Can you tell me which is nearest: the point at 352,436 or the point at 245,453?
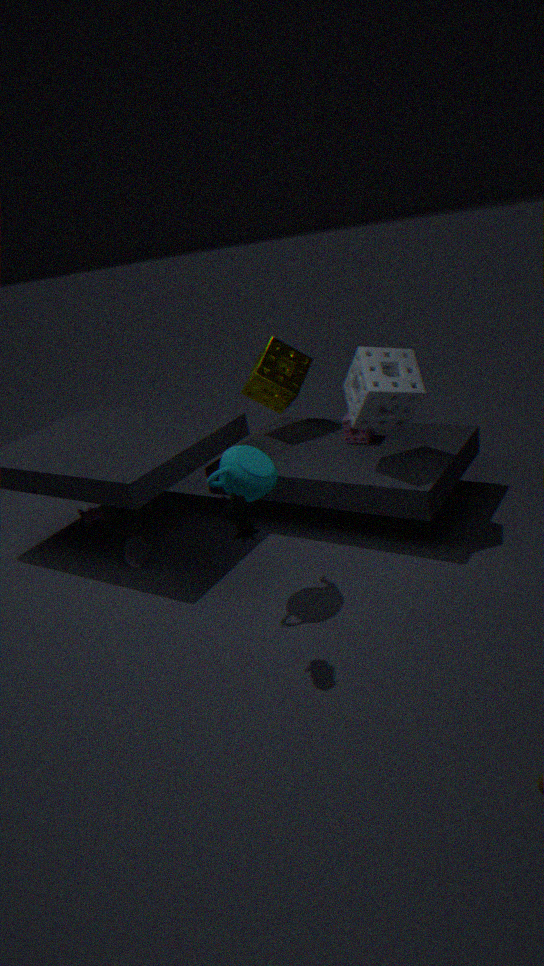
the point at 245,453
